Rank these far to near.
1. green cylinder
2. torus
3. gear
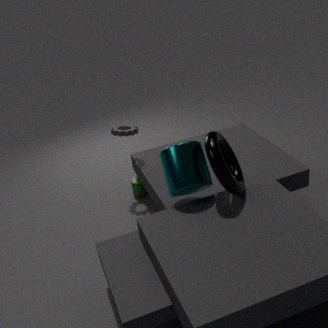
green cylinder, gear, torus
